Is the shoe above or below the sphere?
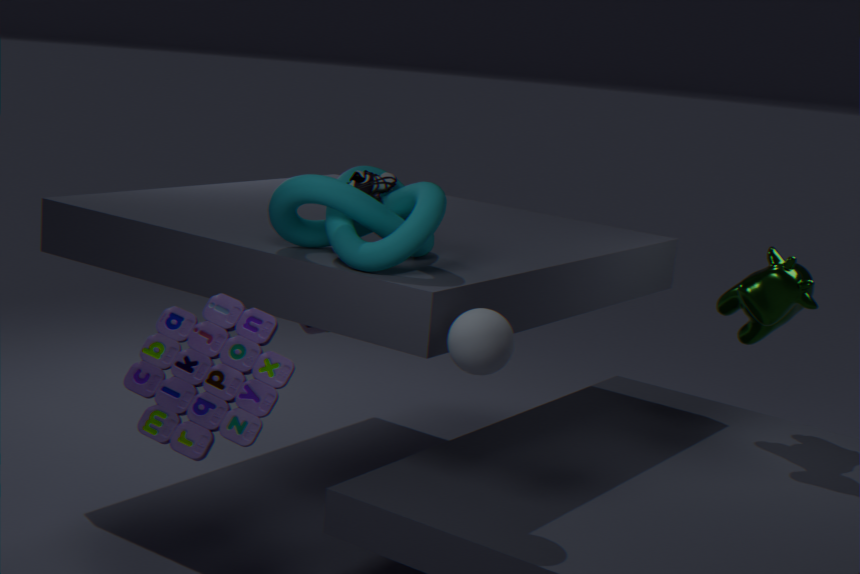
above
